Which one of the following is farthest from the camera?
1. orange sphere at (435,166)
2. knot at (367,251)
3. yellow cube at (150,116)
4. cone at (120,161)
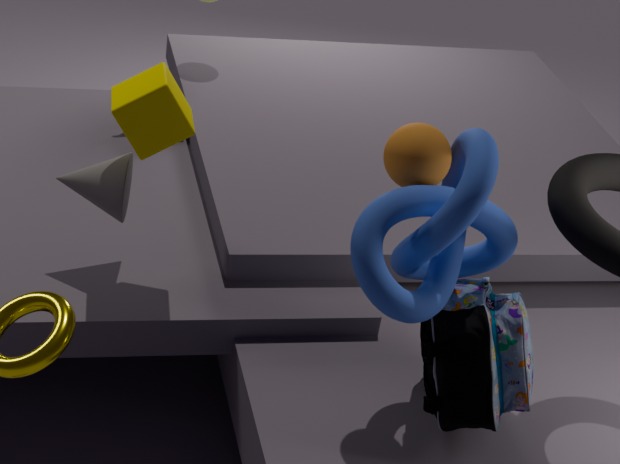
cone at (120,161)
